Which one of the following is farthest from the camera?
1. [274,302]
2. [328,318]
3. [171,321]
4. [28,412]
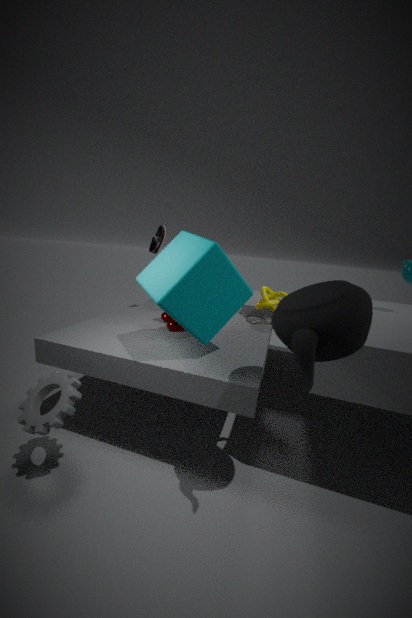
[274,302]
